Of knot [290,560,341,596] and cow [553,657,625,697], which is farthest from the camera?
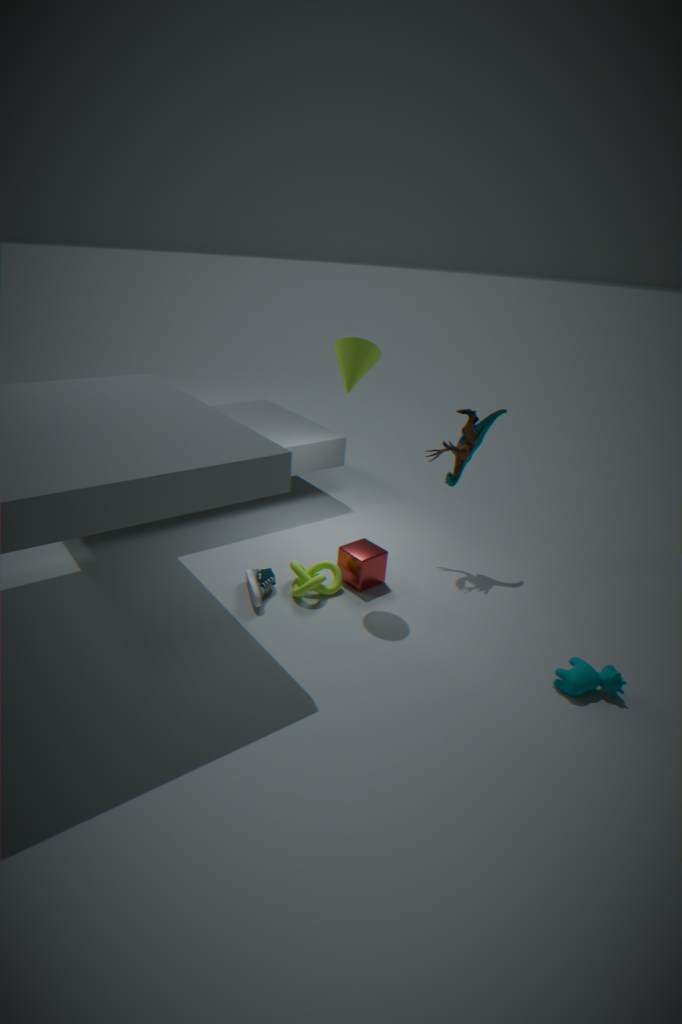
knot [290,560,341,596]
